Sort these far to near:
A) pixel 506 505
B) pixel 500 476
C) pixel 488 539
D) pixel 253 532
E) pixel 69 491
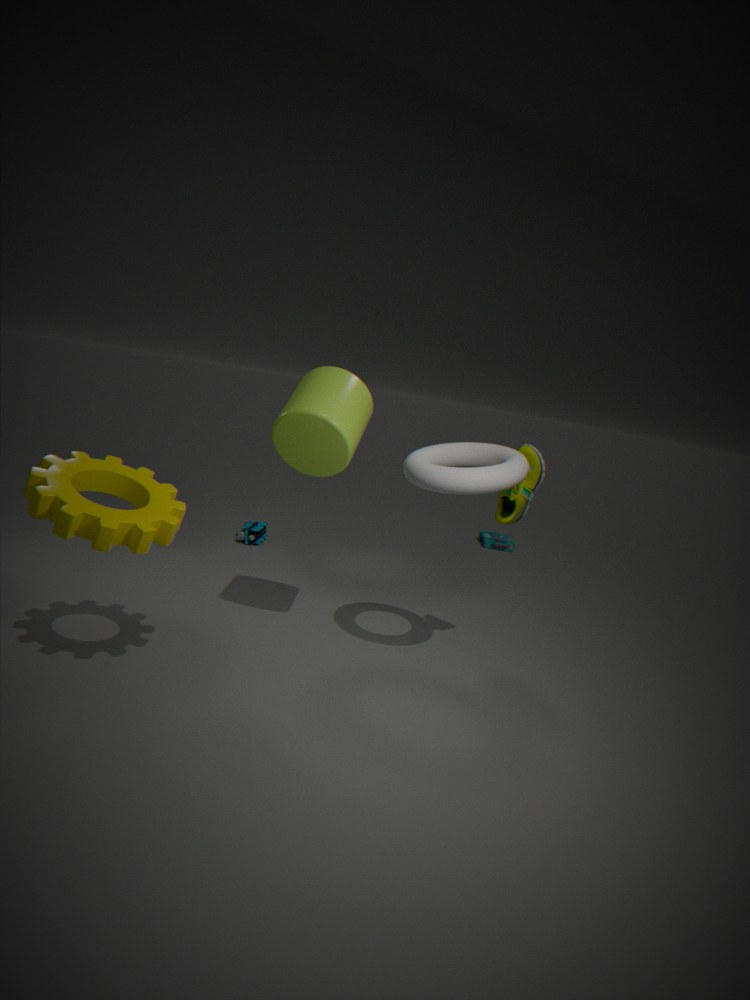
pixel 488 539 → pixel 253 532 → pixel 506 505 → pixel 500 476 → pixel 69 491
